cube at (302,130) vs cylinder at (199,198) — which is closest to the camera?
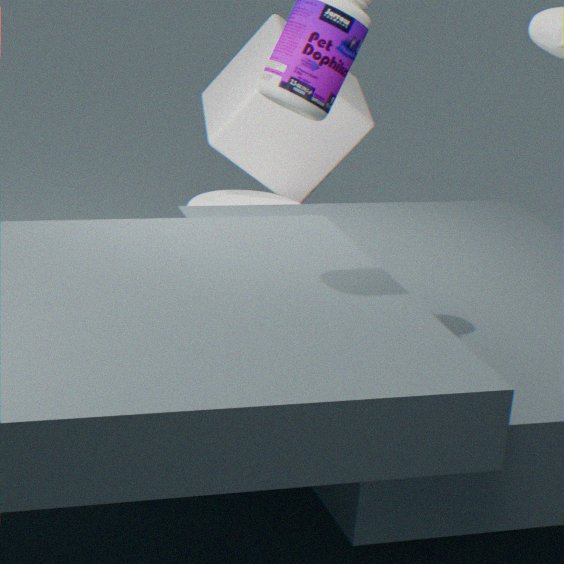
cylinder at (199,198)
